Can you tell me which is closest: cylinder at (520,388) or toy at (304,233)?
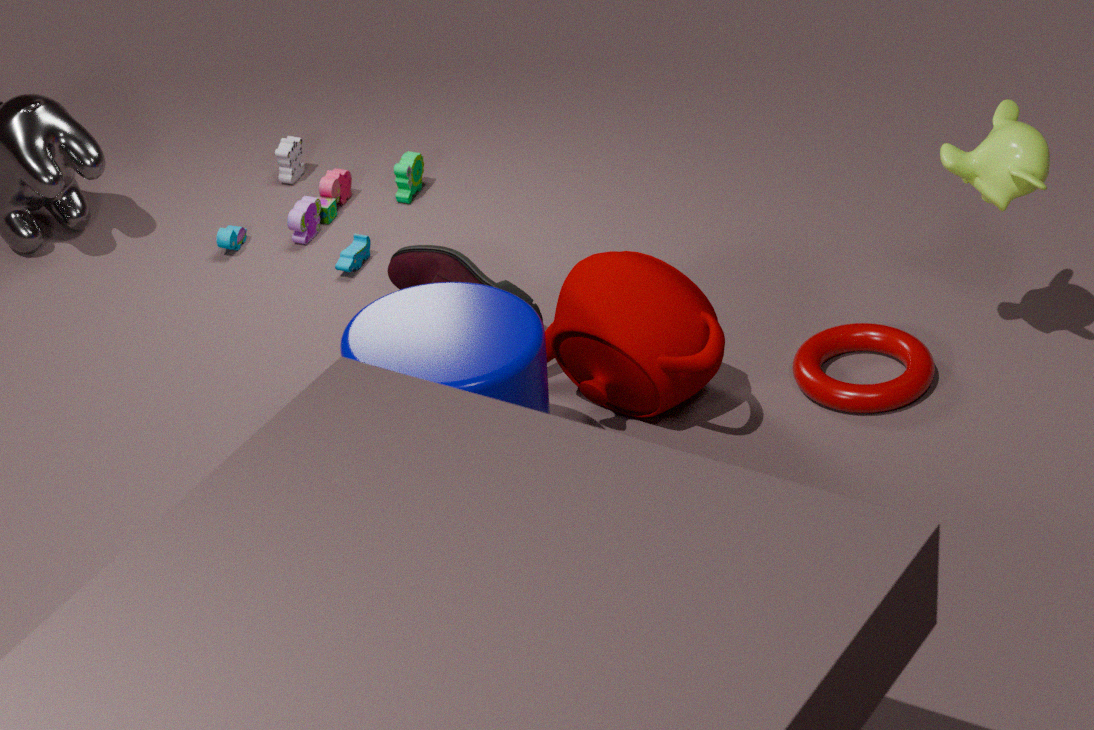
cylinder at (520,388)
